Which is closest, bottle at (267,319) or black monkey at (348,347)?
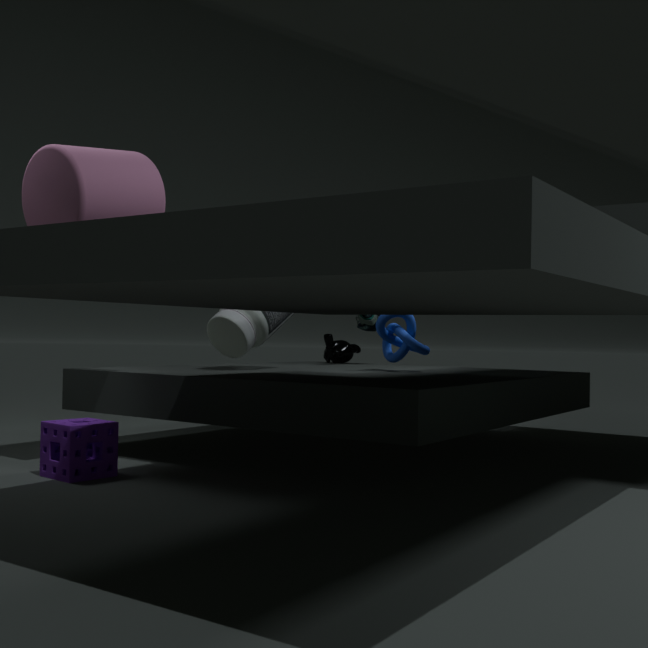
bottle at (267,319)
